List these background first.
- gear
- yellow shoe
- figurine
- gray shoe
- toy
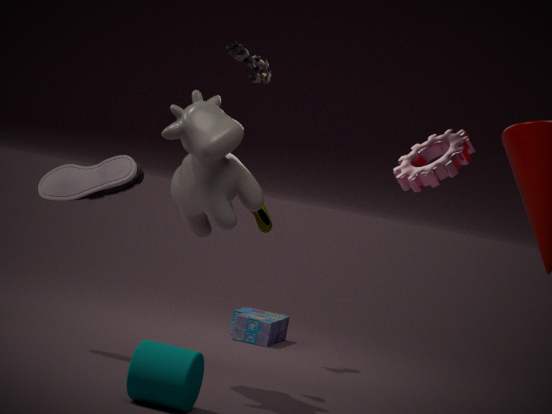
toy → figurine → gray shoe → yellow shoe → gear
